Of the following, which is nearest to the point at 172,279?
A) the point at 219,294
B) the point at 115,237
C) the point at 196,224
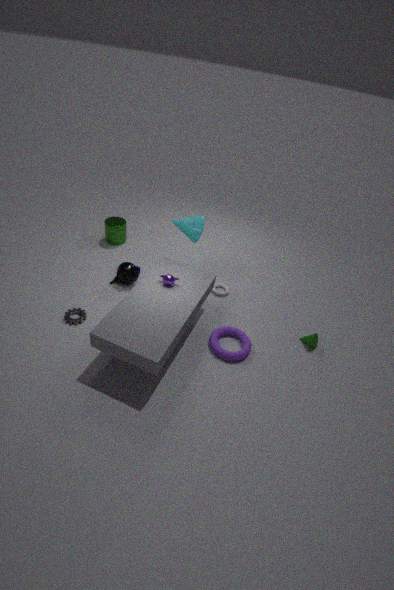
the point at 196,224
